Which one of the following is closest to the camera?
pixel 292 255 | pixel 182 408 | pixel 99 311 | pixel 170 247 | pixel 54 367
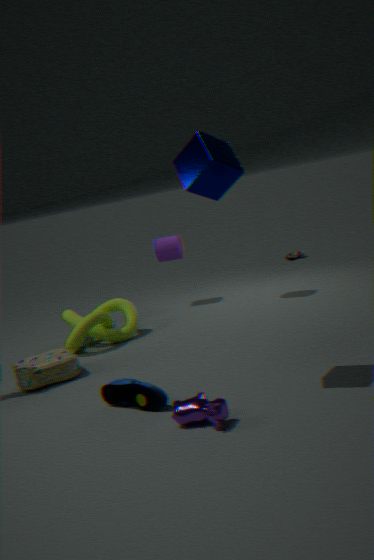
pixel 182 408
